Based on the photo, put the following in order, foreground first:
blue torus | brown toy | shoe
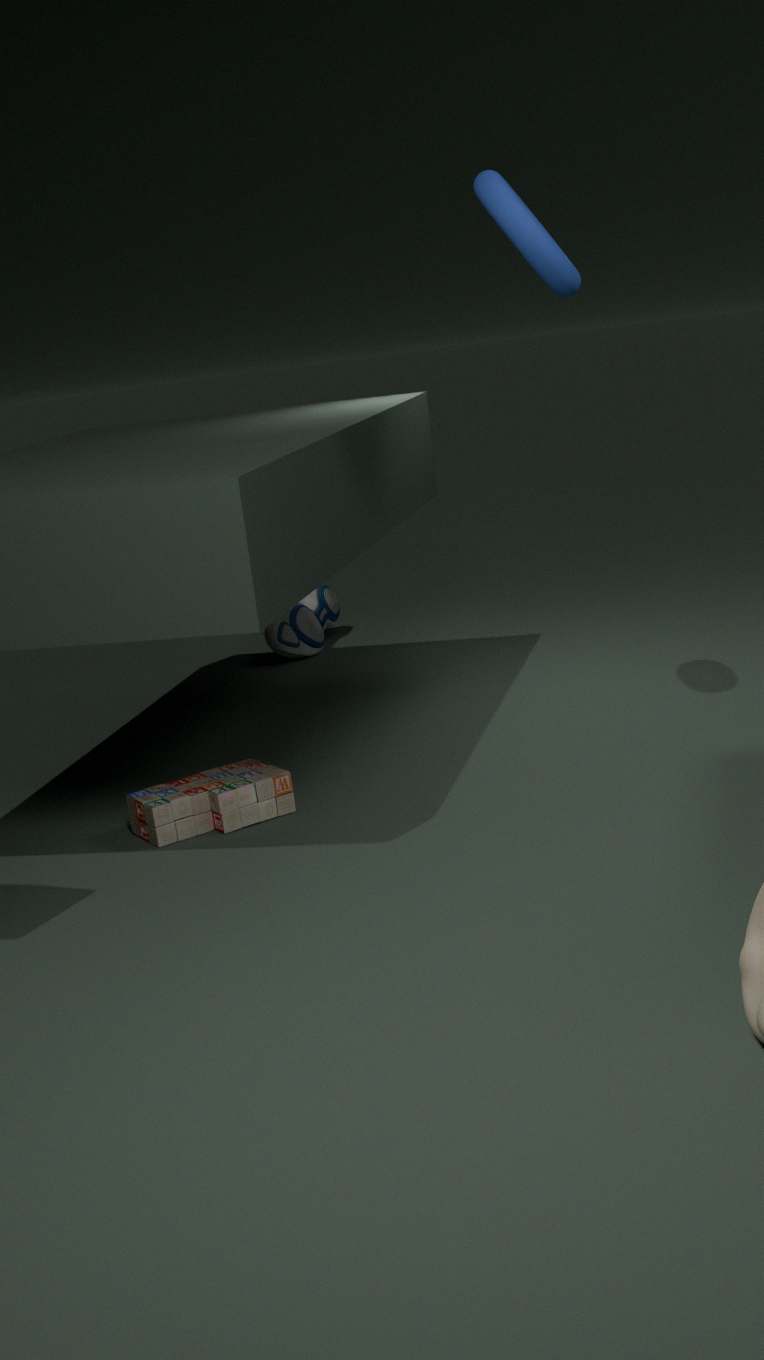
1. blue torus
2. brown toy
3. shoe
